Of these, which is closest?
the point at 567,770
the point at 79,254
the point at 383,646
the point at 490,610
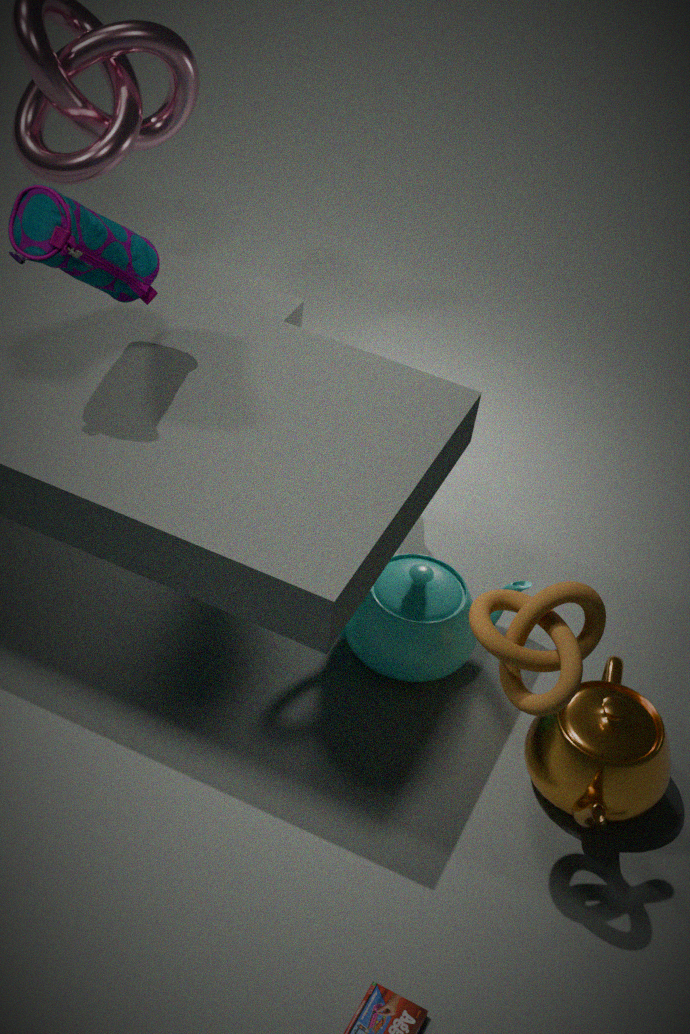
the point at 490,610
